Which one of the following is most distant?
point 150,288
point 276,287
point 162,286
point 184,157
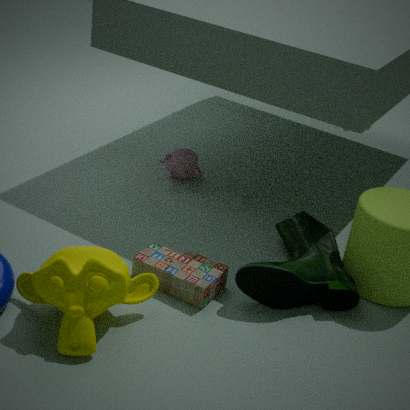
point 184,157
